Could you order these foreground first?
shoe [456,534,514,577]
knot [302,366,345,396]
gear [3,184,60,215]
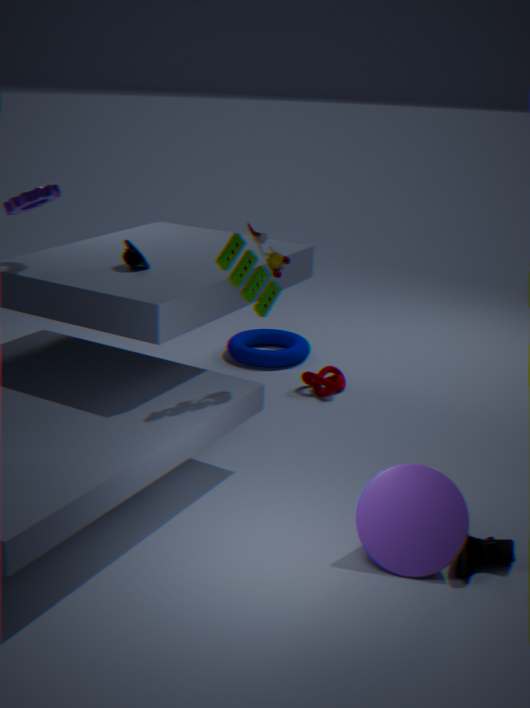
shoe [456,534,514,577], gear [3,184,60,215], knot [302,366,345,396]
